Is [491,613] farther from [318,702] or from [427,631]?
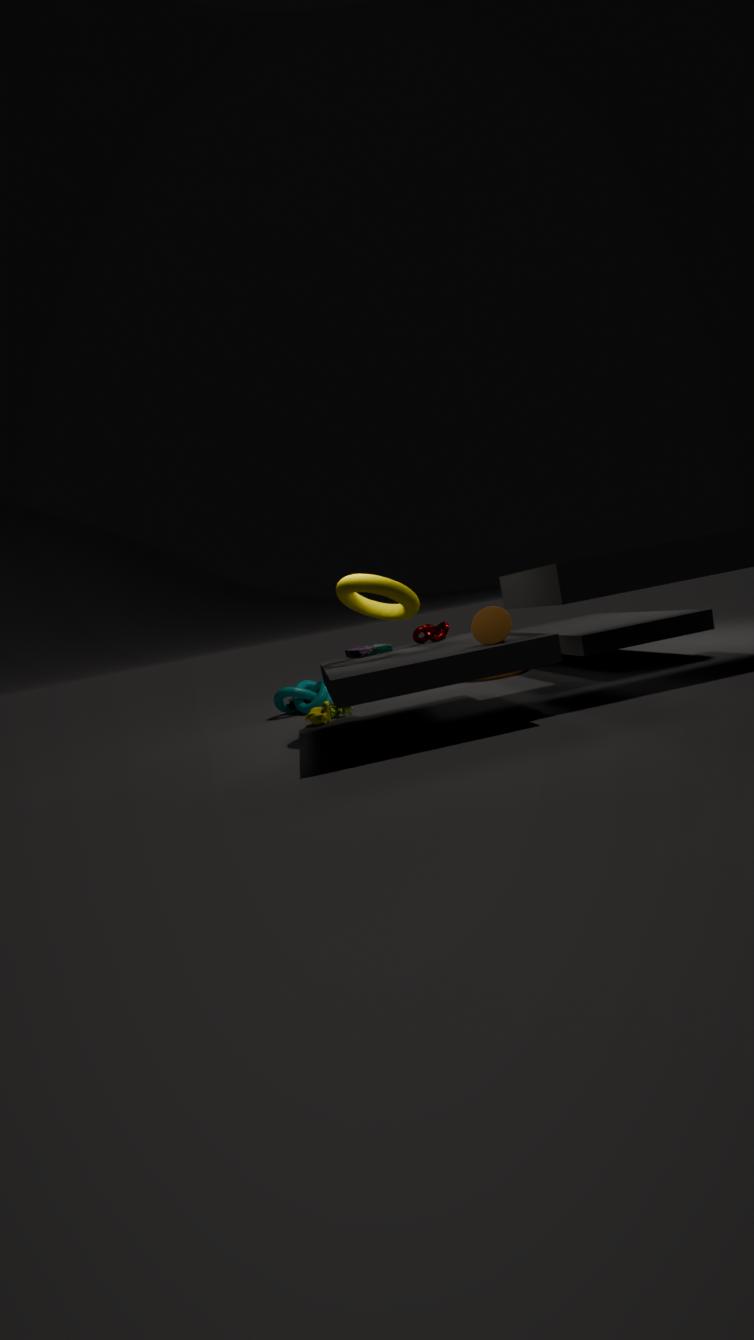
[318,702]
